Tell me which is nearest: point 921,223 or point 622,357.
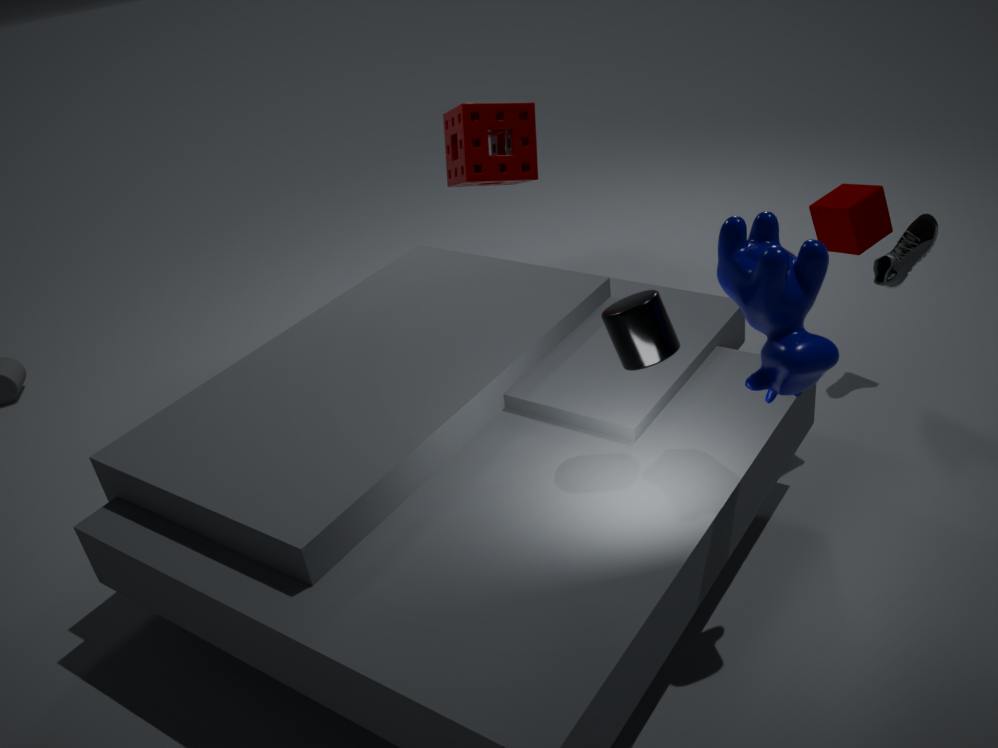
point 622,357
